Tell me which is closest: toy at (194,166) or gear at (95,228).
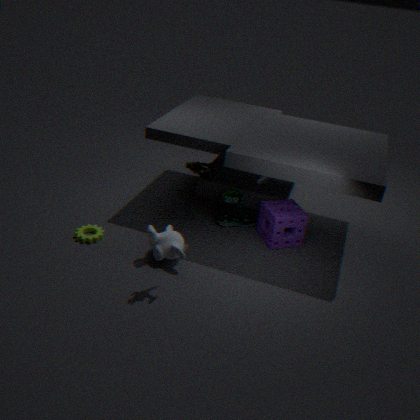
toy at (194,166)
